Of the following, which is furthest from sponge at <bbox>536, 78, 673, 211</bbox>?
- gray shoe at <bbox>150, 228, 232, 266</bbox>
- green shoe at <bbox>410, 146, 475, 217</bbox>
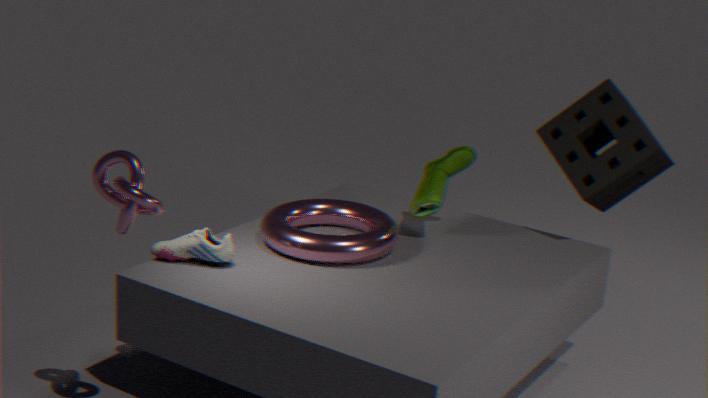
gray shoe at <bbox>150, 228, 232, 266</bbox>
